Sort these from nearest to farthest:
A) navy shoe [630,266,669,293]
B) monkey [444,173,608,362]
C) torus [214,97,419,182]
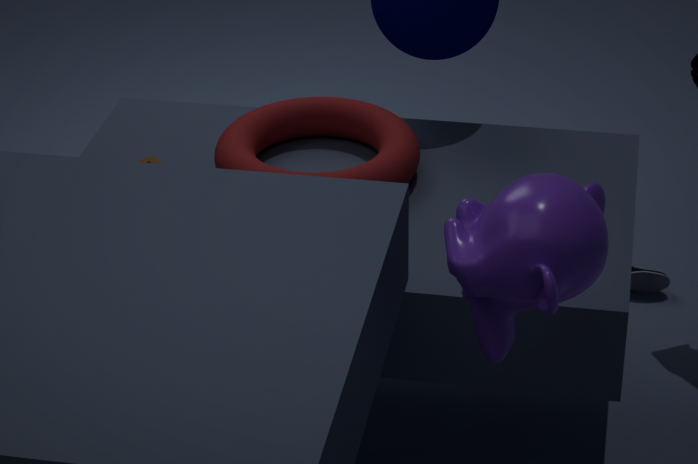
1. monkey [444,173,608,362]
2. torus [214,97,419,182]
3. navy shoe [630,266,669,293]
